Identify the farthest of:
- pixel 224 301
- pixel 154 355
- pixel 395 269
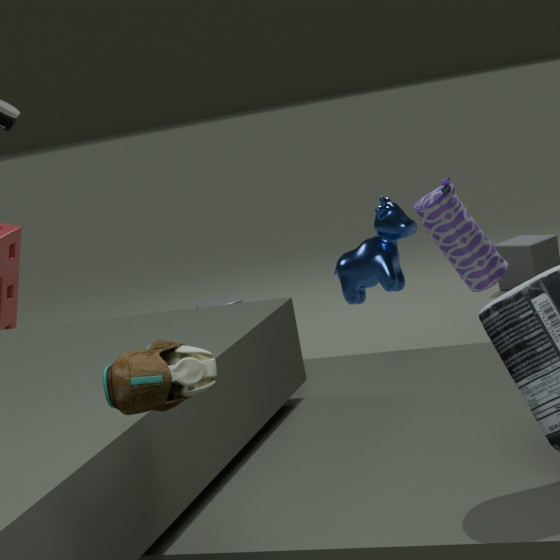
pixel 224 301
